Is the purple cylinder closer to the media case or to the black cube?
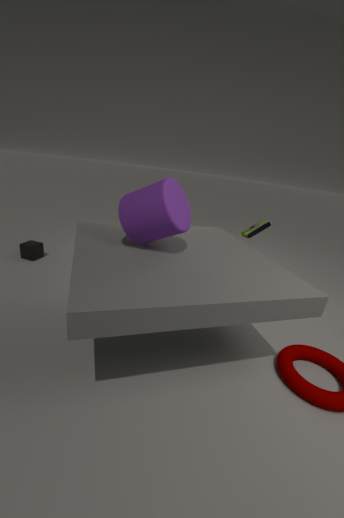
the media case
